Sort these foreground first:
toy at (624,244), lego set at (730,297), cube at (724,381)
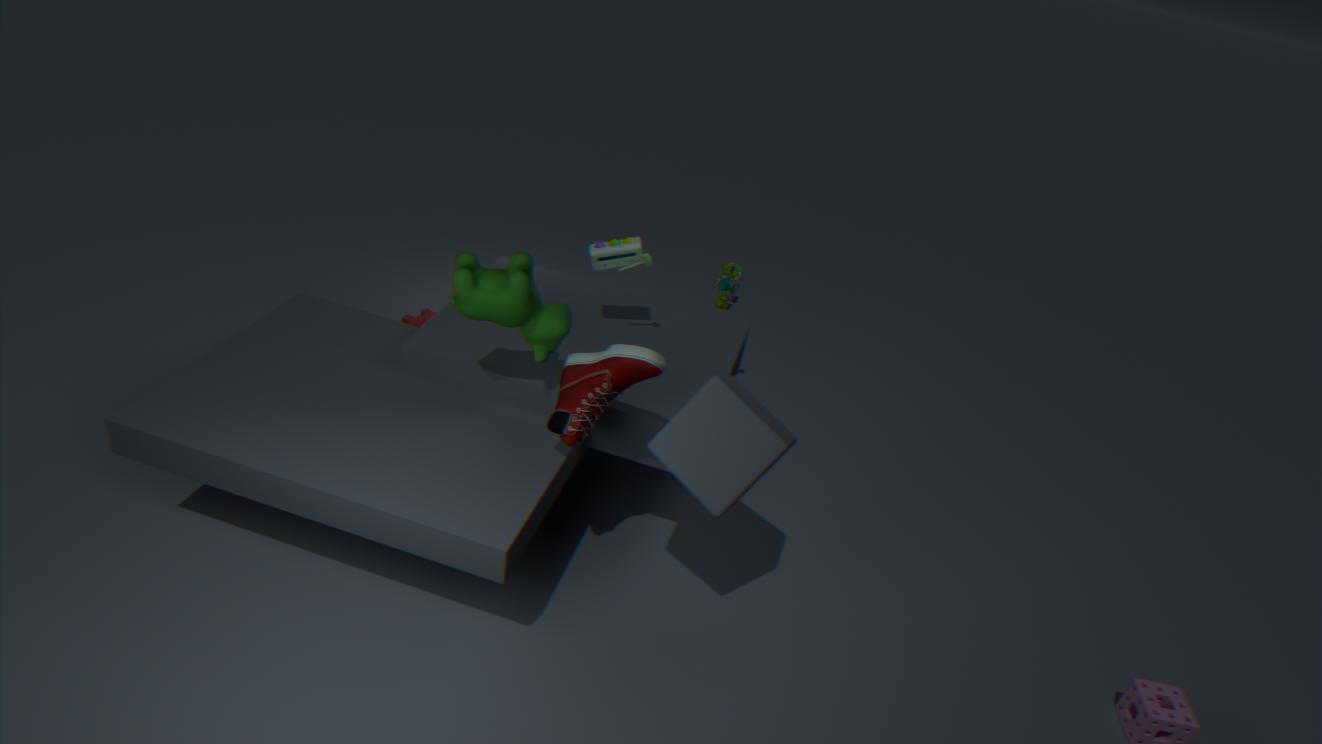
1. cube at (724,381)
2. toy at (624,244)
3. lego set at (730,297)
